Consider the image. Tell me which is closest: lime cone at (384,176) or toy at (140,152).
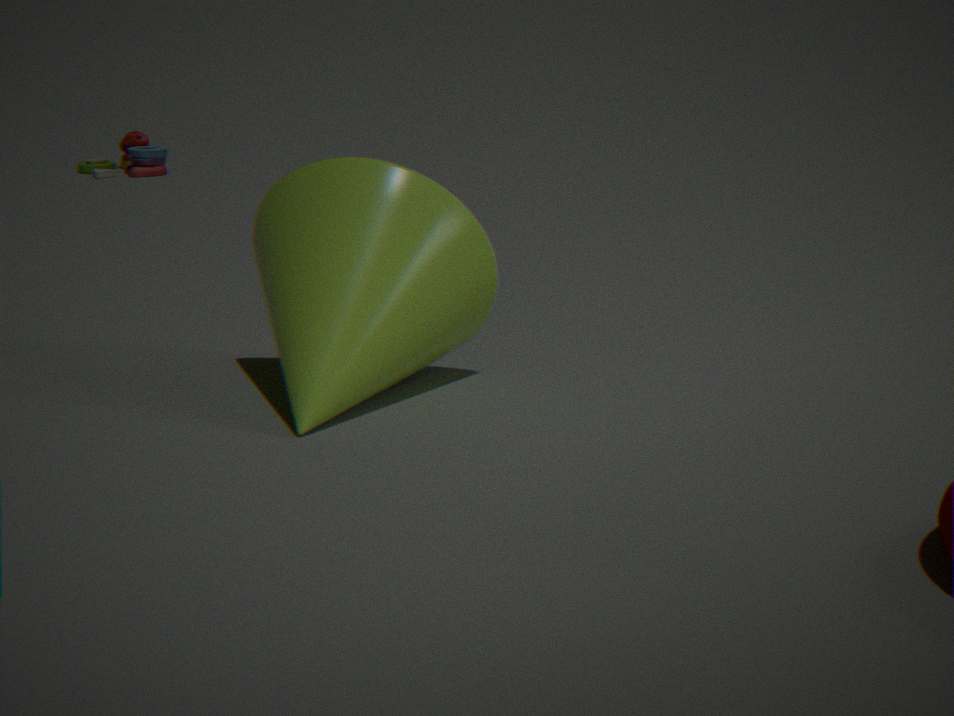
lime cone at (384,176)
